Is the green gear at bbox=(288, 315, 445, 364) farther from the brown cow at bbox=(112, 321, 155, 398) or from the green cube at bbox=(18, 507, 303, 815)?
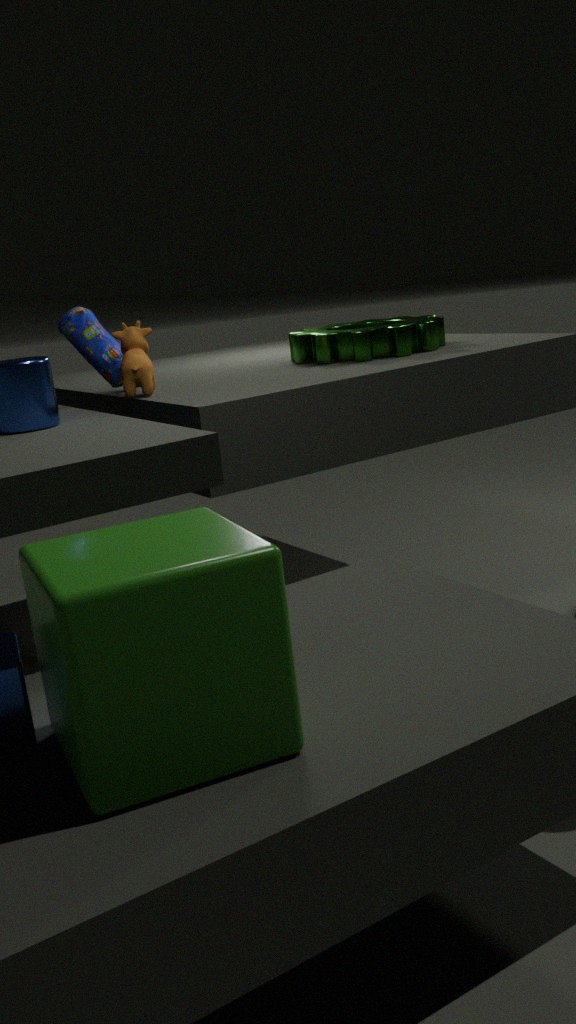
the green cube at bbox=(18, 507, 303, 815)
